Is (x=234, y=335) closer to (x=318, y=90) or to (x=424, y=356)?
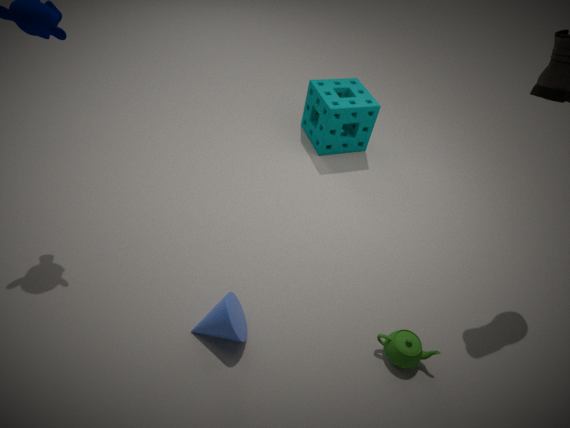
(x=424, y=356)
